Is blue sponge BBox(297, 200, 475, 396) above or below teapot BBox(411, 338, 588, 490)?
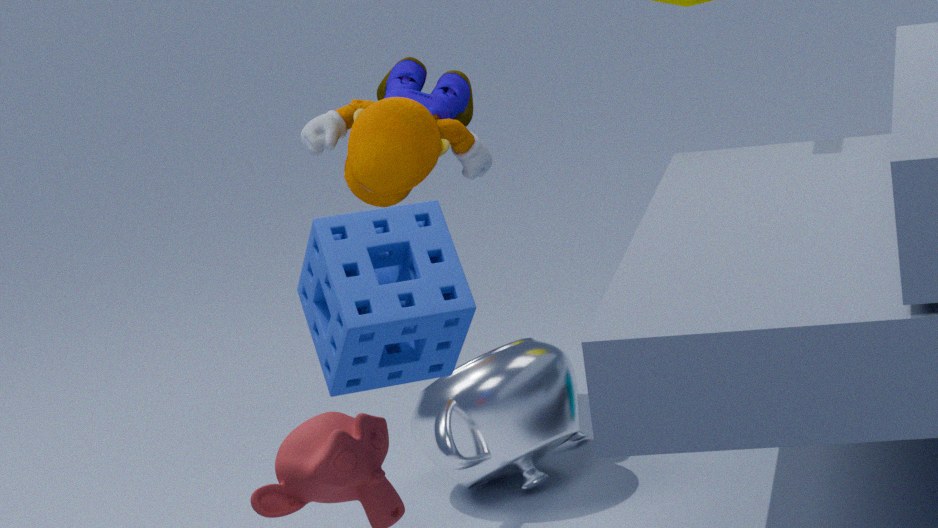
above
